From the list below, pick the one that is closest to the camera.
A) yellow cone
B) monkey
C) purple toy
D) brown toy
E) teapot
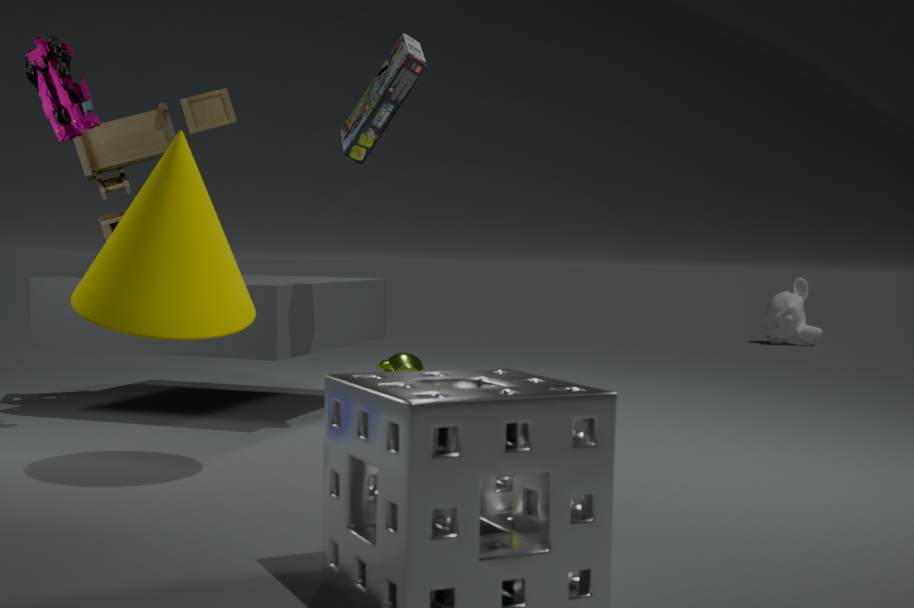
yellow cone
